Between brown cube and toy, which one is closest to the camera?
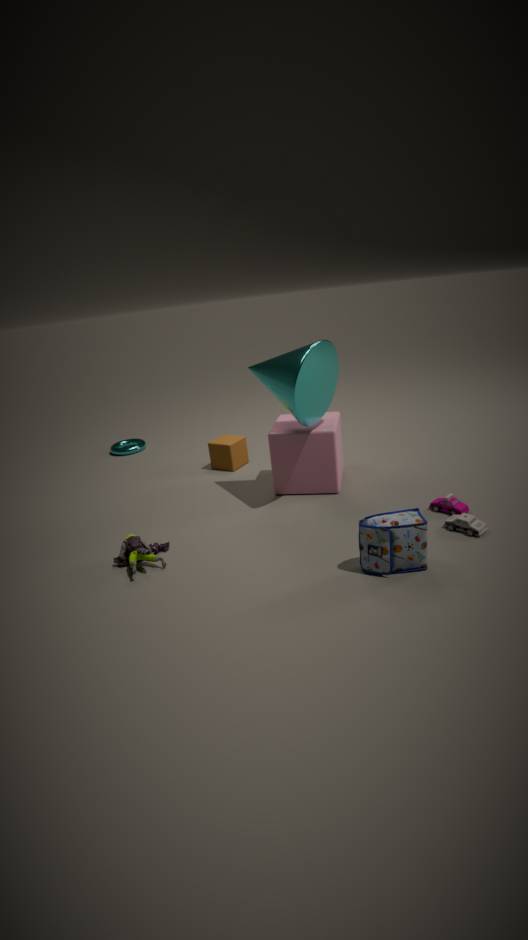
toy
